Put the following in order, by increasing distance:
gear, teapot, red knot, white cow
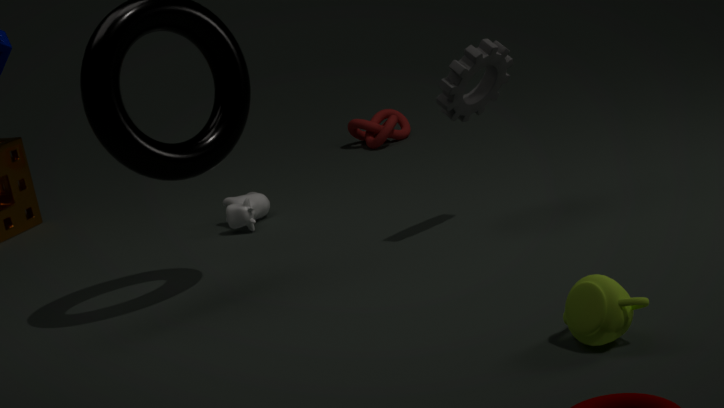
1. teapot
2. gear
3. white cow
4. red knot
